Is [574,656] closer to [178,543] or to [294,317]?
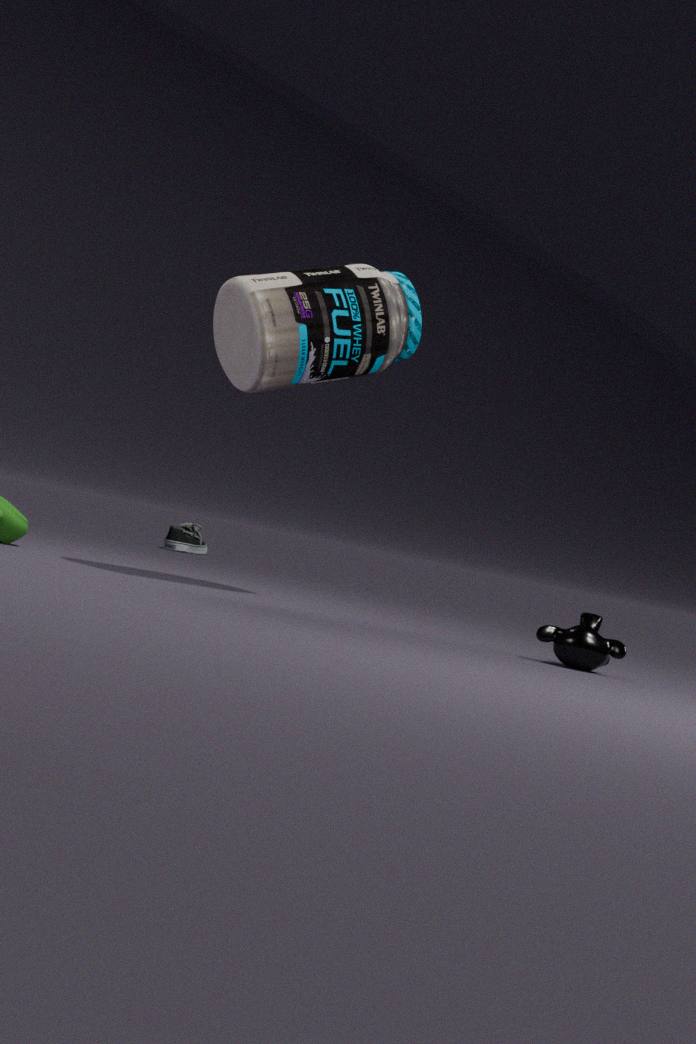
[294,317]
